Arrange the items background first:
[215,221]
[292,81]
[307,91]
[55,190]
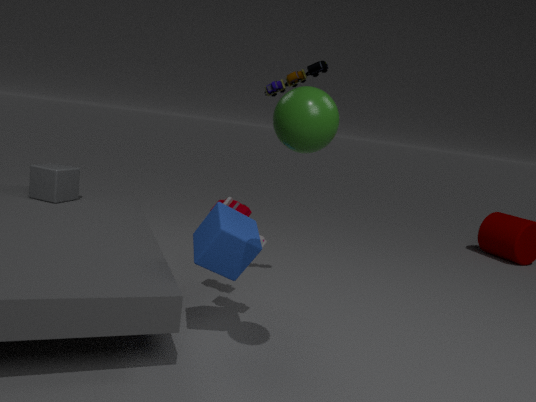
[55,190] → [292,81] → [215,221] → [307,91]
